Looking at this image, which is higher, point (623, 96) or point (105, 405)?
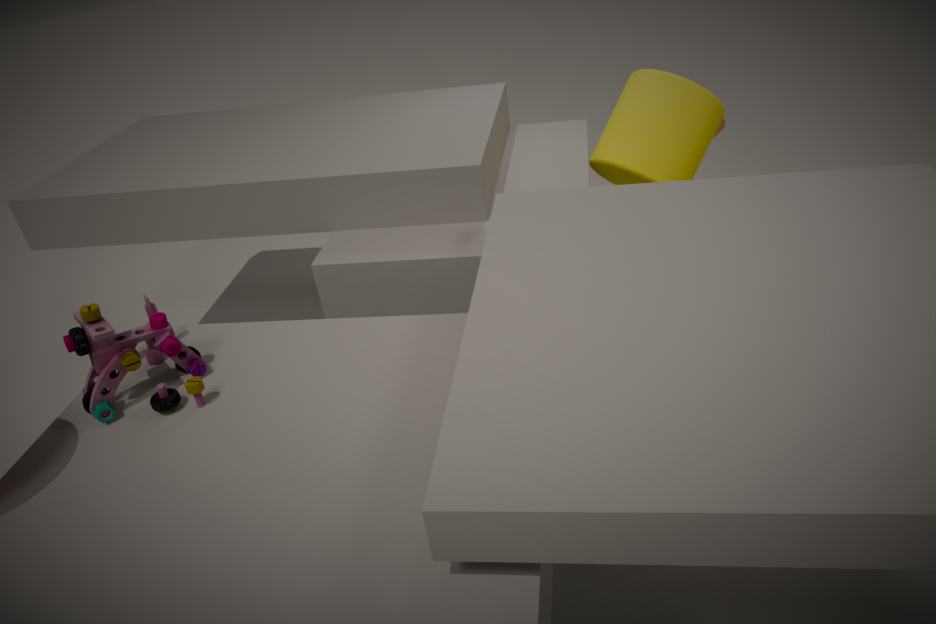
point (105, 405)
